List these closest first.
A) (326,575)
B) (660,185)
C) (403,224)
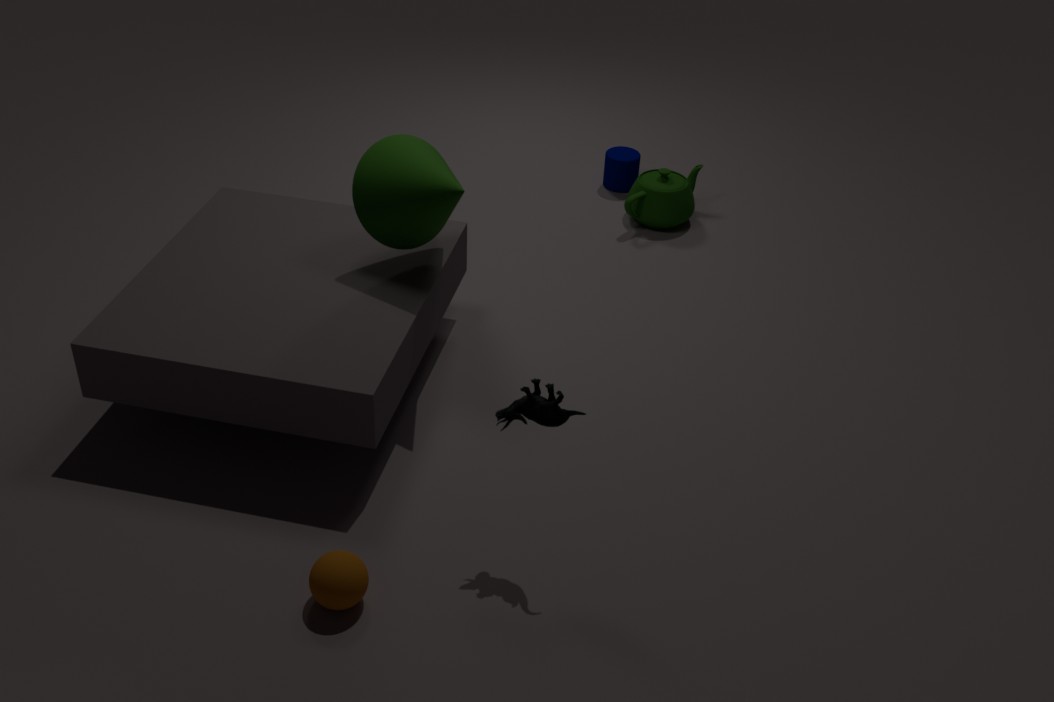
Answer: (326,575), (403,224), (660,185)
